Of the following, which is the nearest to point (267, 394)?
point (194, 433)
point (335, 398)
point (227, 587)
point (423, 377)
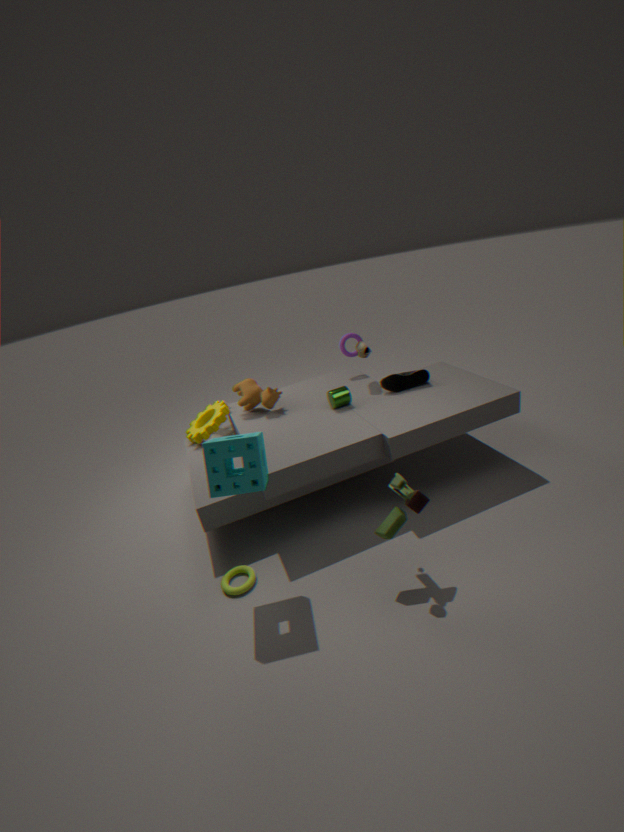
point (194, 433)
